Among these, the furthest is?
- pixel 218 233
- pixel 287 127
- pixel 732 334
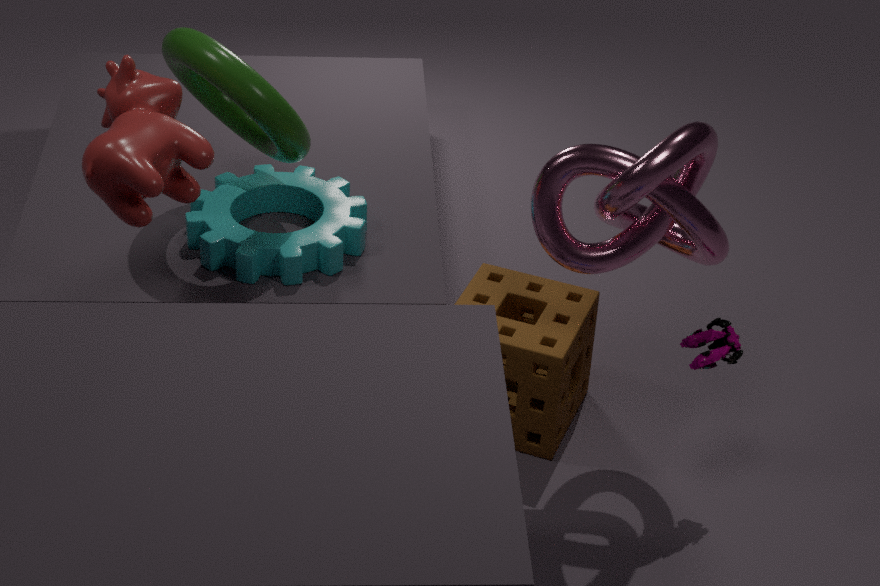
pixel 218 233
